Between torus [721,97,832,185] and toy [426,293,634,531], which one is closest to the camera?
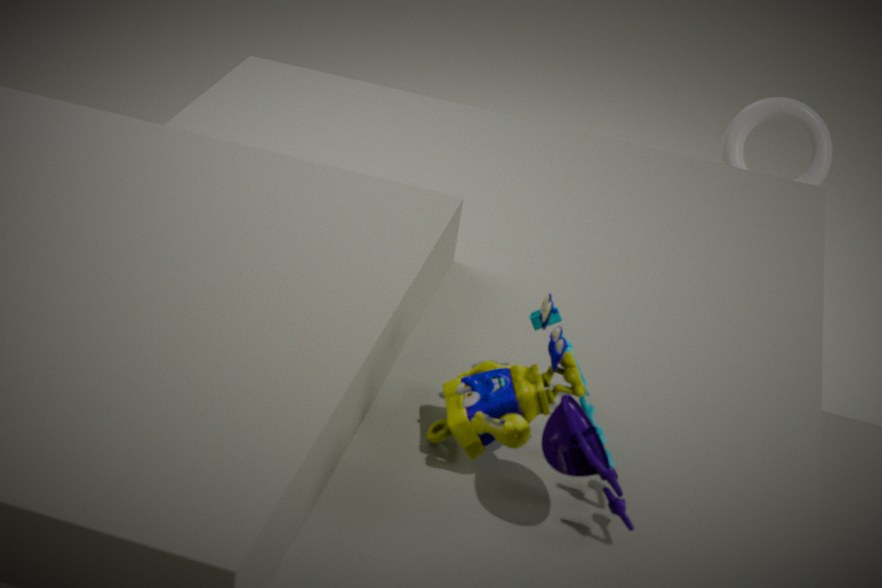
toy [426,293,634,531]
